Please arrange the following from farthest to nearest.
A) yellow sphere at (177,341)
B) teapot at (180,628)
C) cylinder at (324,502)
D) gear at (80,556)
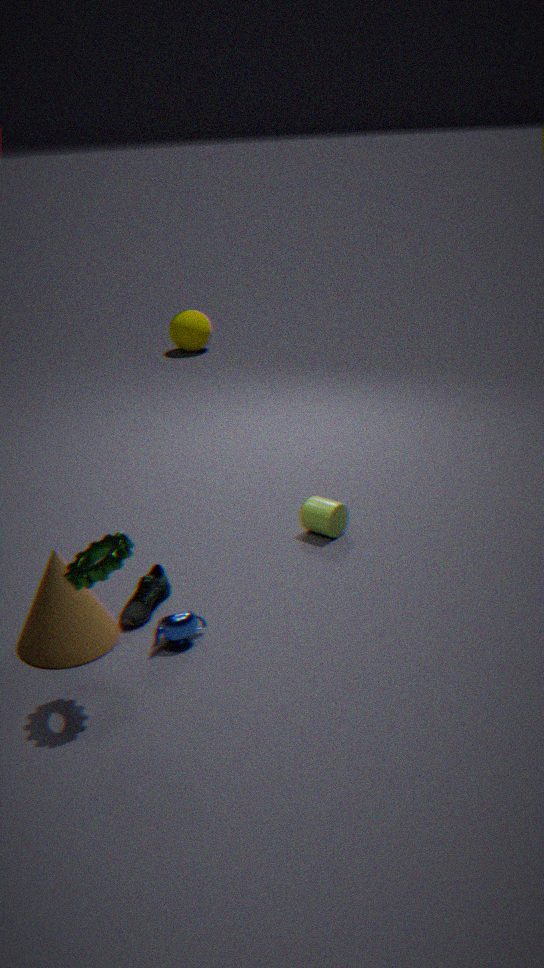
yellow sphere at (177,341) < cylinder at (324,502) < teapot at (180,628) < gear at (80,556)
